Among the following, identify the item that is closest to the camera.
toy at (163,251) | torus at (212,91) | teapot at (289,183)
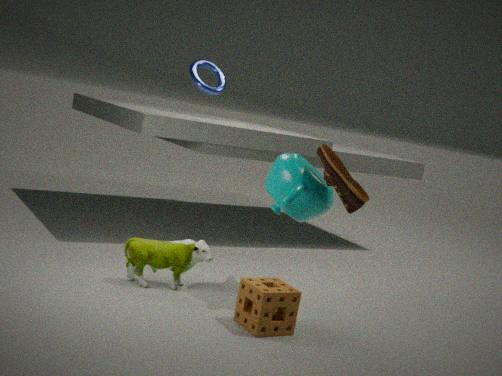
teapot at (289,183)
